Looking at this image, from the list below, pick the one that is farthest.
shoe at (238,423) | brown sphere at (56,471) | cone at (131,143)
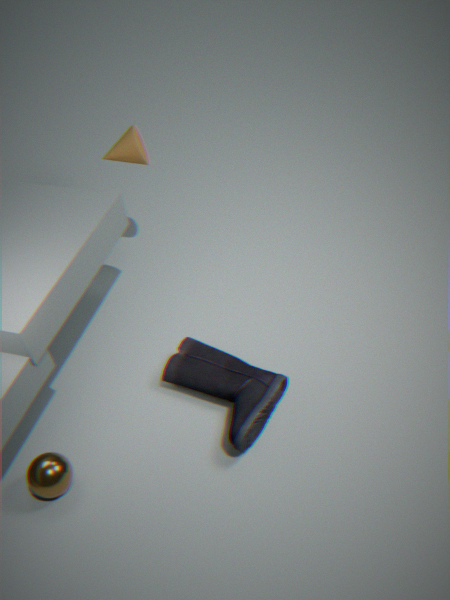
cone at (131,143)
